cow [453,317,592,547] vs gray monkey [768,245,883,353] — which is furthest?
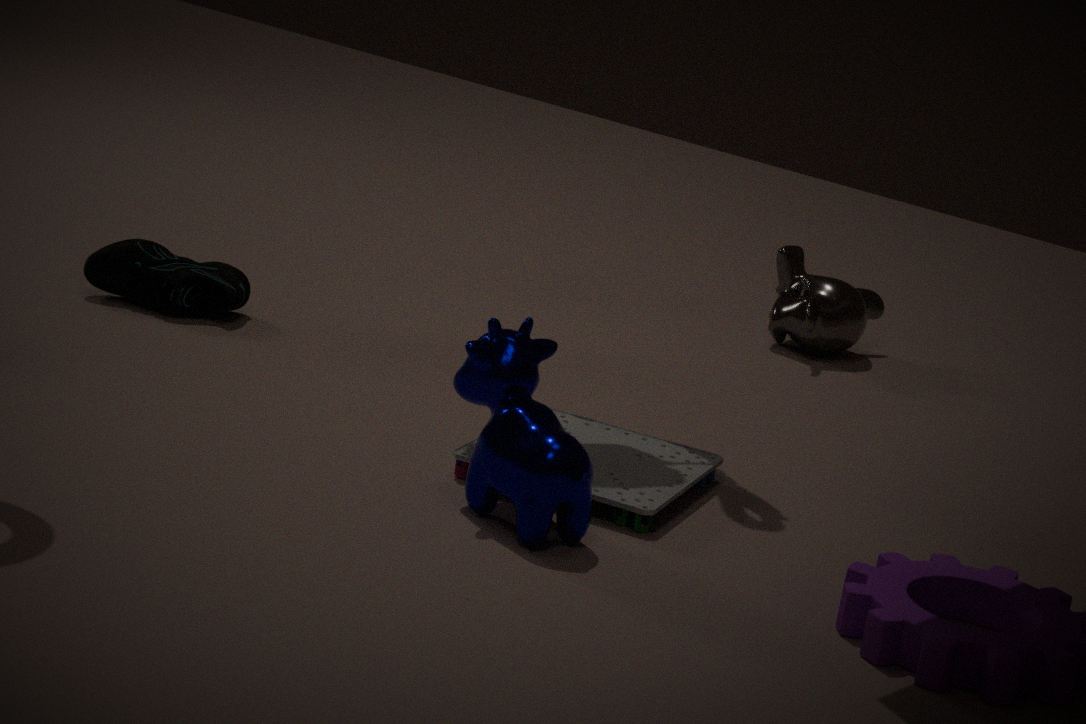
gray monkey [768,245,883,353]
